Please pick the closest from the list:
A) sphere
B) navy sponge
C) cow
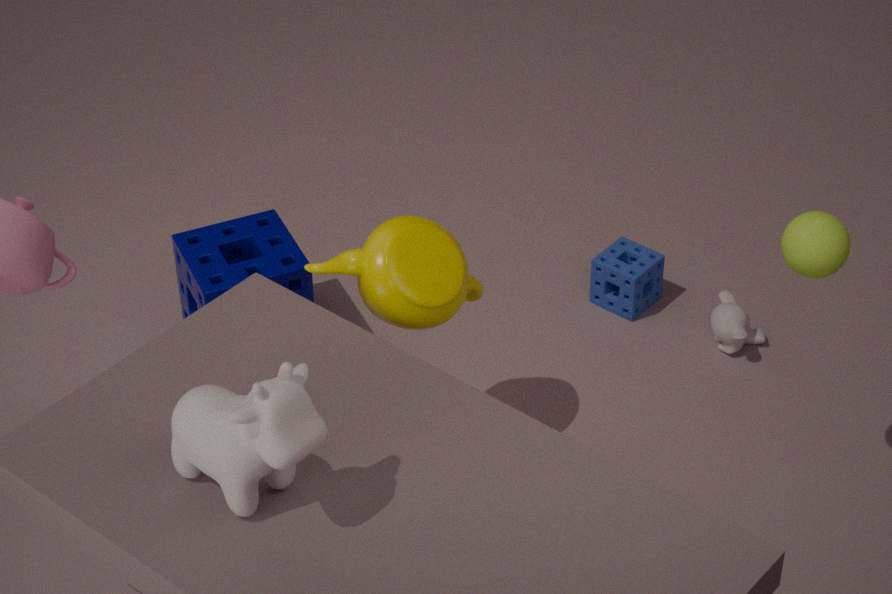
cow
